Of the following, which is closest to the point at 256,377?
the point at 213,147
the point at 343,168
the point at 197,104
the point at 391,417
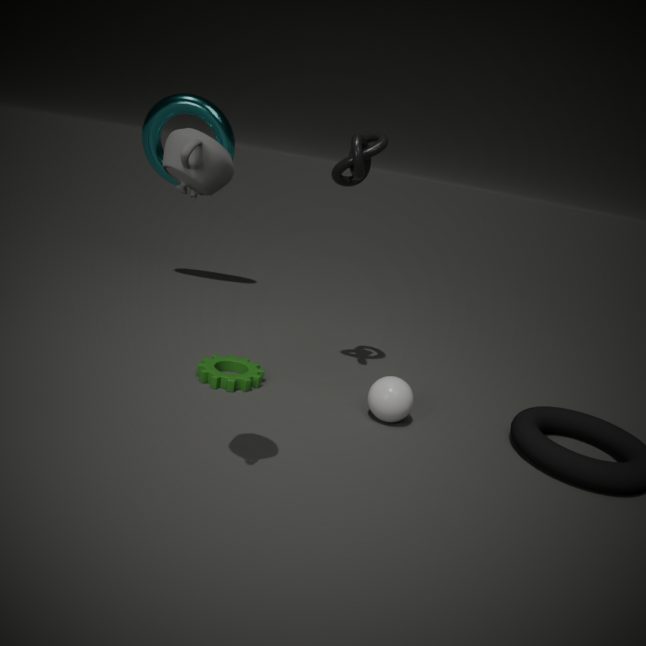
the point at 391,417
